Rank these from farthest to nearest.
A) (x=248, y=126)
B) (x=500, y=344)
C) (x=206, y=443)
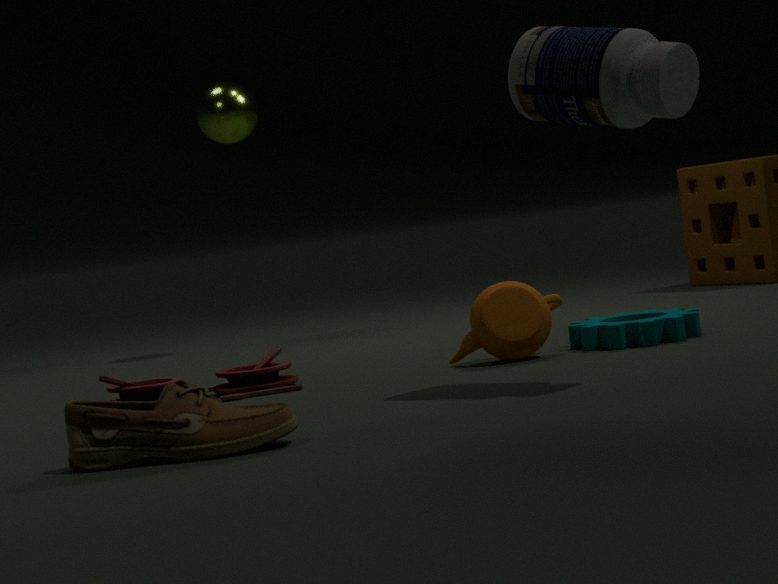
(x=248, y=126) → (x=500, y=344) → (x=206, y=443)
